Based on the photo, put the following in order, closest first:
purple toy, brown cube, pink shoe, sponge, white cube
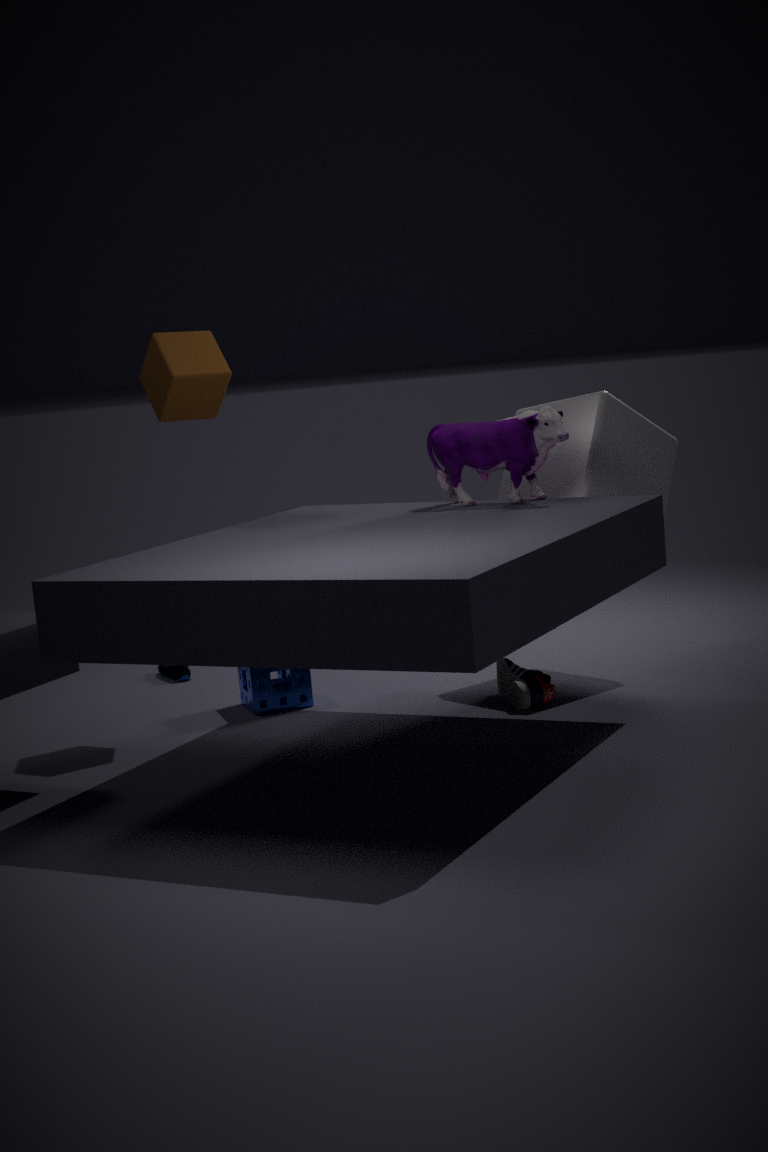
purple toy → brown cube → pink shoe → white cube → sponge
